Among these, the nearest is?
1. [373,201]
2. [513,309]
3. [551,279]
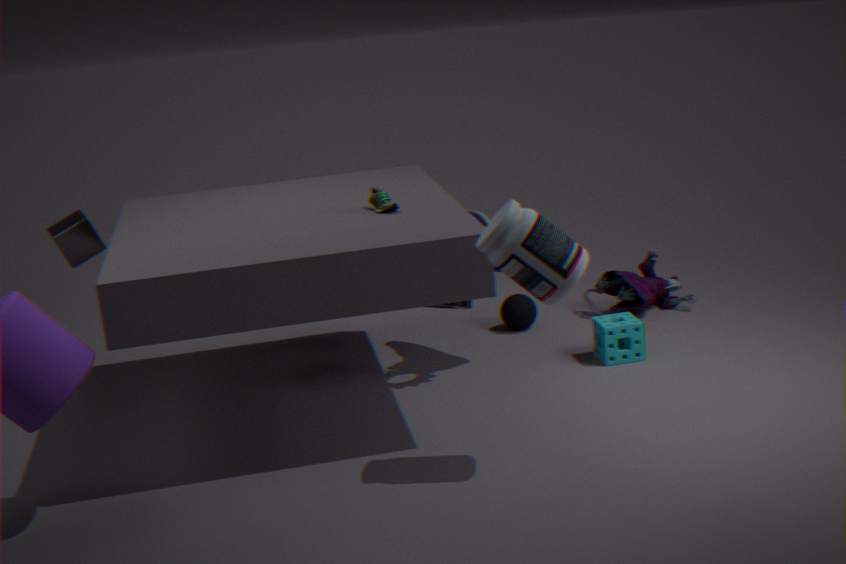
[551,279]
